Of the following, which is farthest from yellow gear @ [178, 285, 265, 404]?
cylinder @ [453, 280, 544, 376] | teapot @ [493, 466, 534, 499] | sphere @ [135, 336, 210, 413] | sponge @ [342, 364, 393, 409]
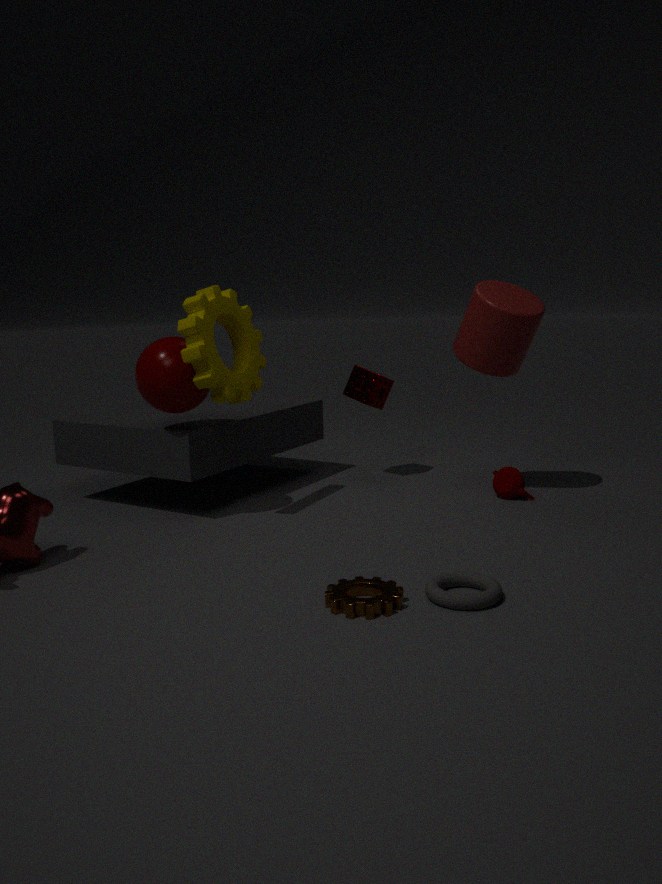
teapot @ [493, 466, 534, 499]
